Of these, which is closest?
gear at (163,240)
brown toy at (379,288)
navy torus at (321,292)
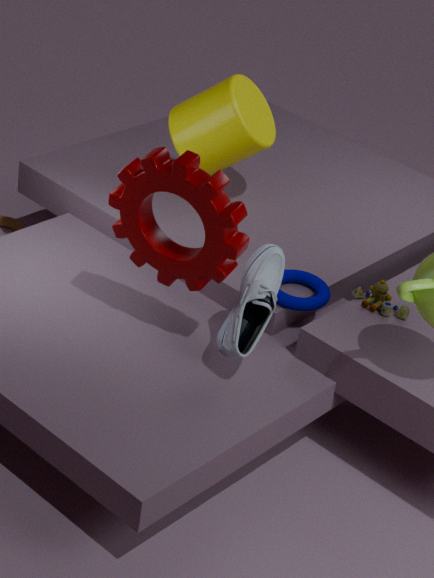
gear at (163,240)
